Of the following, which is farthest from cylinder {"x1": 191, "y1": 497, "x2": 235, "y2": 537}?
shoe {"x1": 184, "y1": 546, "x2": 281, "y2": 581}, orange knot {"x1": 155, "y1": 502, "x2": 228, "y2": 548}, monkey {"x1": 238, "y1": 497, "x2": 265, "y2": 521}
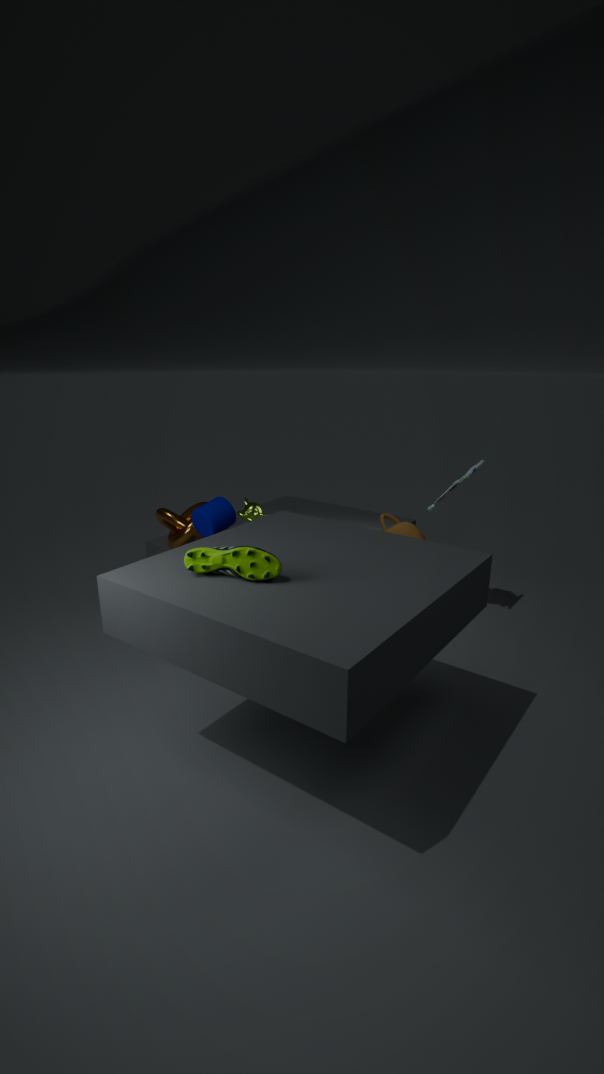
monkey {"x1": 238, "y1": 497, "x2": 265, "y2": 521}
